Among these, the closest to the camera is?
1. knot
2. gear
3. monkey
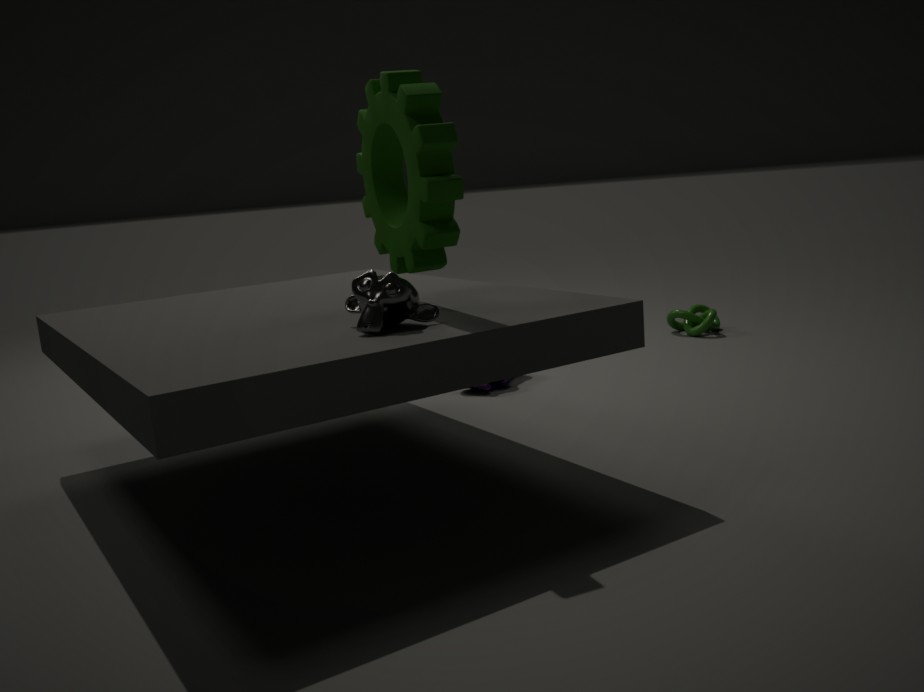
monkey
